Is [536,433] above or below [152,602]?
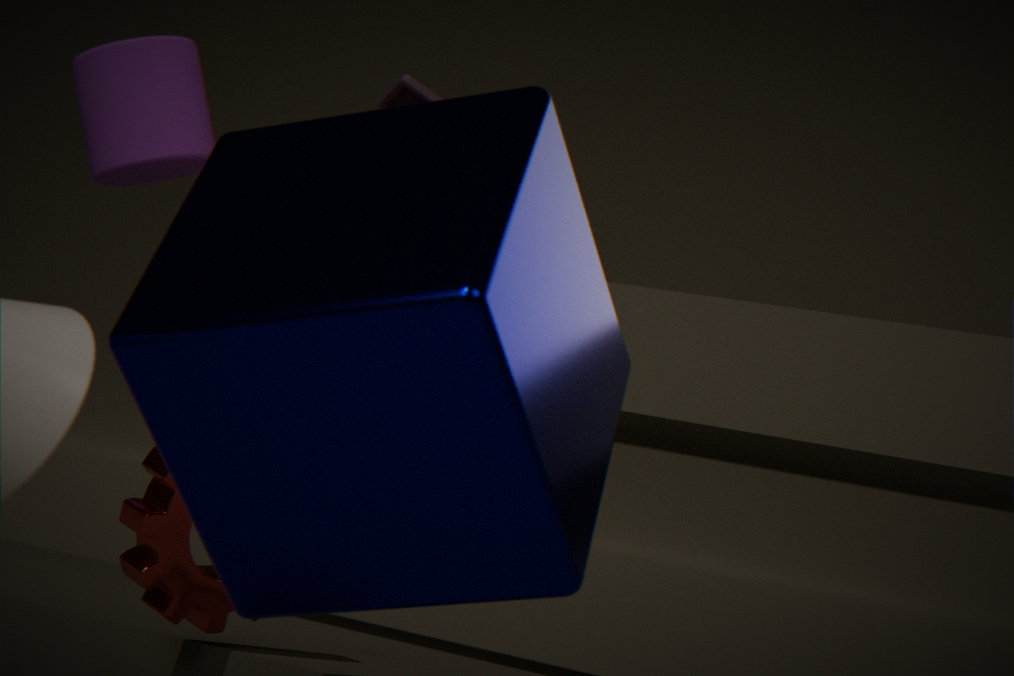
above
